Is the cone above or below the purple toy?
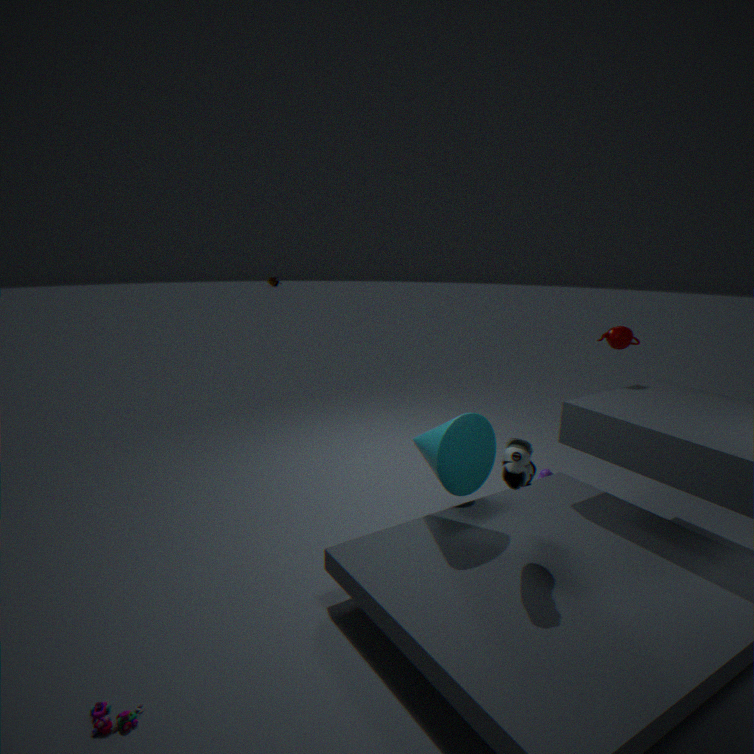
above
